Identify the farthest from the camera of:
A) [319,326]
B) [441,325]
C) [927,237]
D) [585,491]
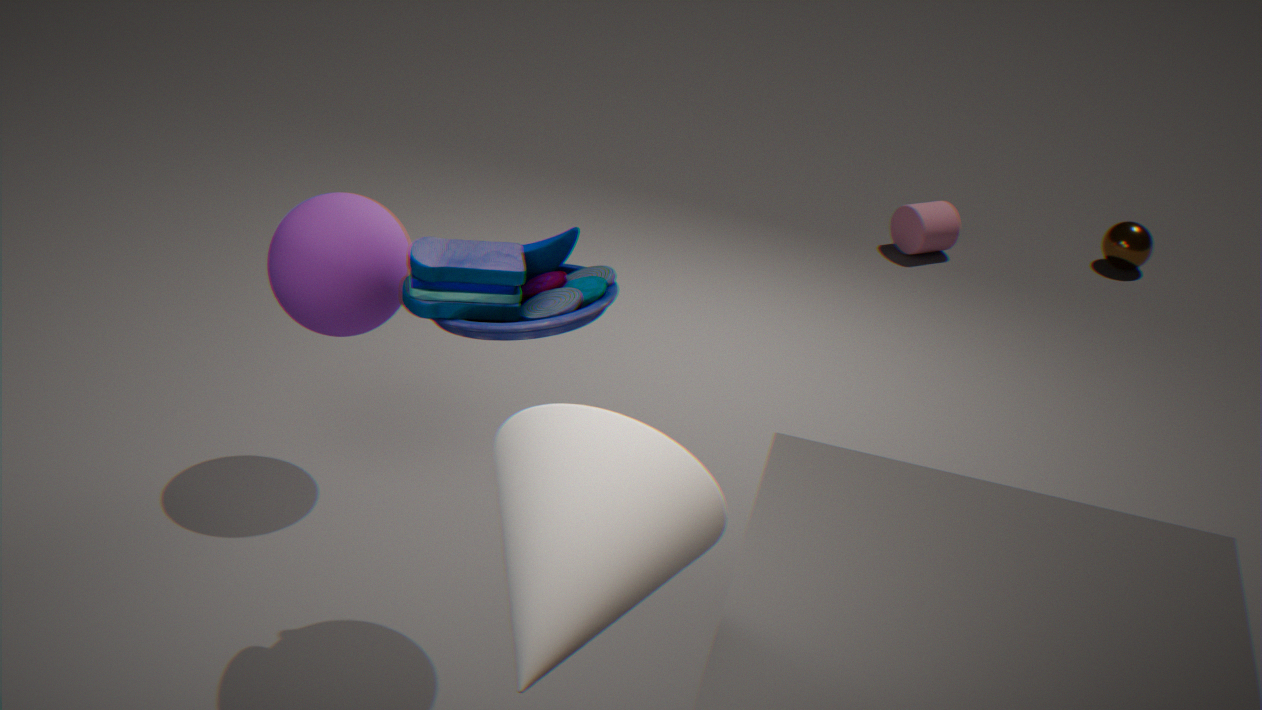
[927,237]
